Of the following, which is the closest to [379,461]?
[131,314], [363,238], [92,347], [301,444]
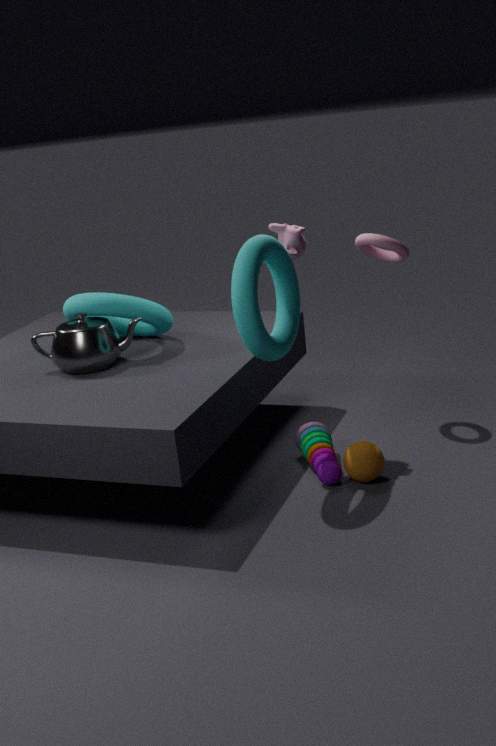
[301,444]
